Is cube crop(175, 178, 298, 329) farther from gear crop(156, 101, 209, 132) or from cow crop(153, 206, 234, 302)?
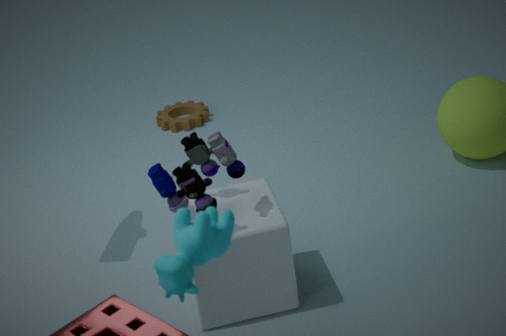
gear crop(156, 101, 209, 132)
